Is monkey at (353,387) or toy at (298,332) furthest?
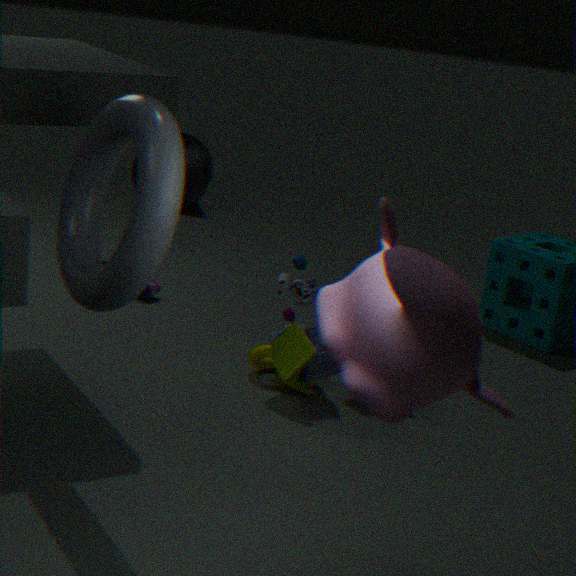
toy at (298,332)
